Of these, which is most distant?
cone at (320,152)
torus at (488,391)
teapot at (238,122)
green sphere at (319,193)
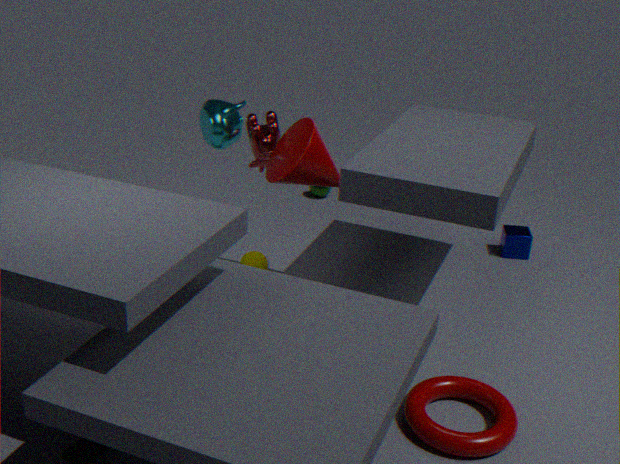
green sphere at (319,193)
